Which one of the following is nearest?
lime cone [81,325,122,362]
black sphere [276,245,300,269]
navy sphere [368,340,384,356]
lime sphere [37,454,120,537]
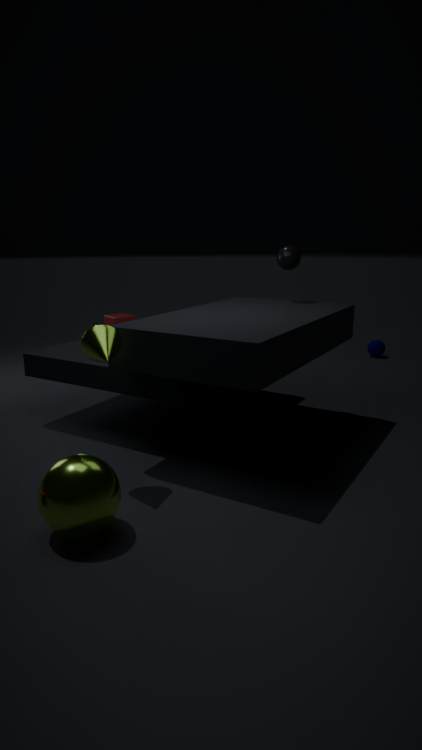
lime sphere [37,454,120,537]
